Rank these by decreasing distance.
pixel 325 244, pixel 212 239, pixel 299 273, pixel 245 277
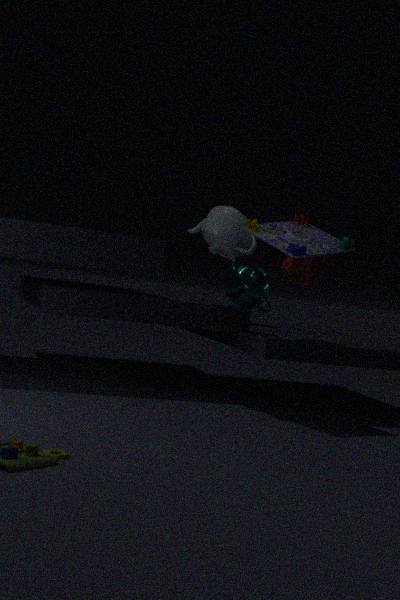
pixel 245 277 < pixel 212 239 < pixel 299 273 < pixel 325 244
